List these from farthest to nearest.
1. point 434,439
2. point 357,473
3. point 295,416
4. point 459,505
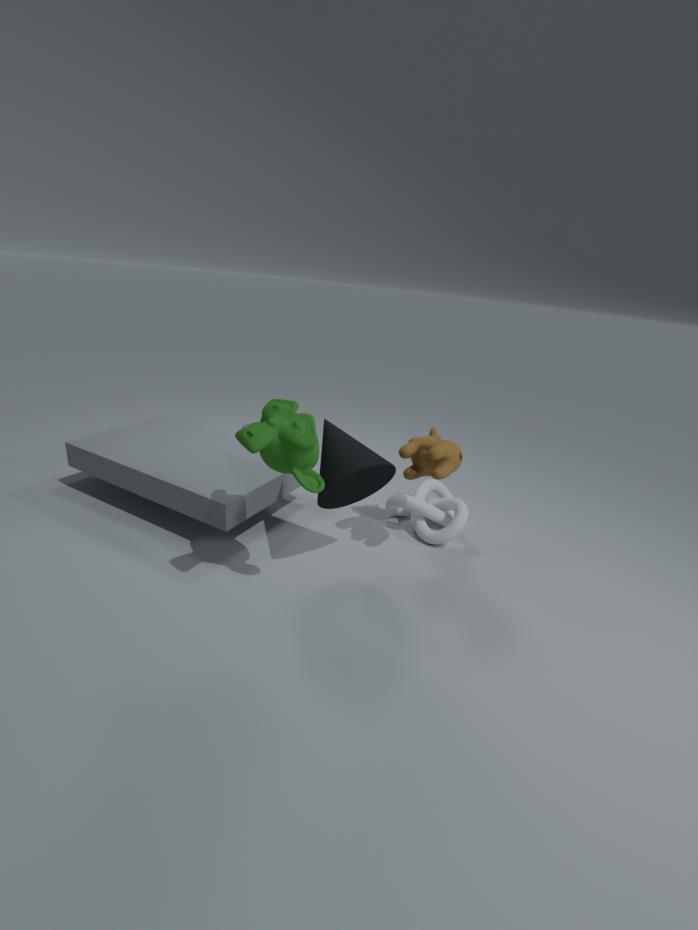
point 459,505 < point 434,439 < point 357,473 < point 295,416
